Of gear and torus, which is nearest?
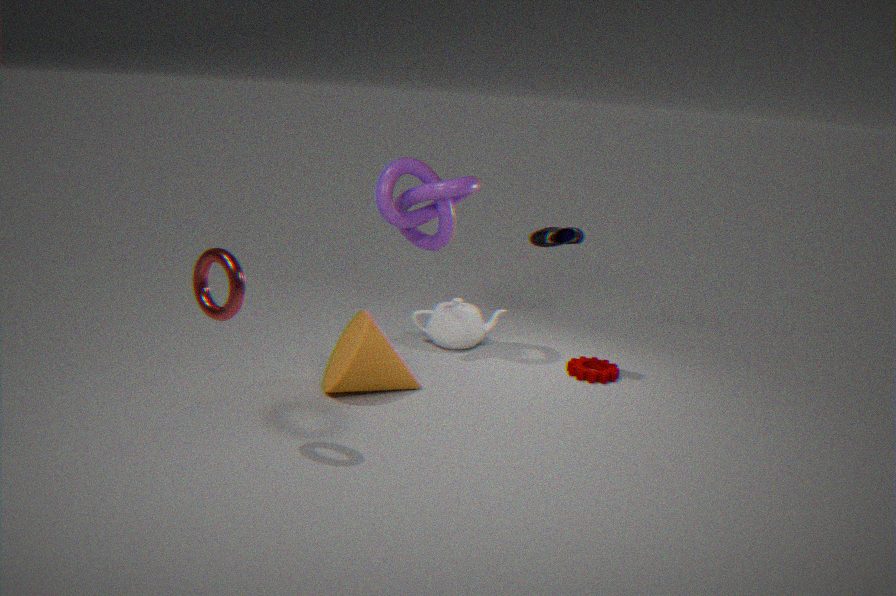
torus
